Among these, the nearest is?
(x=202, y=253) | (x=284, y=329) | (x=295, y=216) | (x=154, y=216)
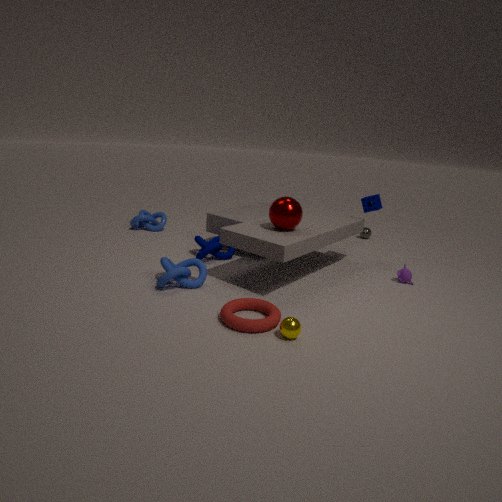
(x=284, y=329)
